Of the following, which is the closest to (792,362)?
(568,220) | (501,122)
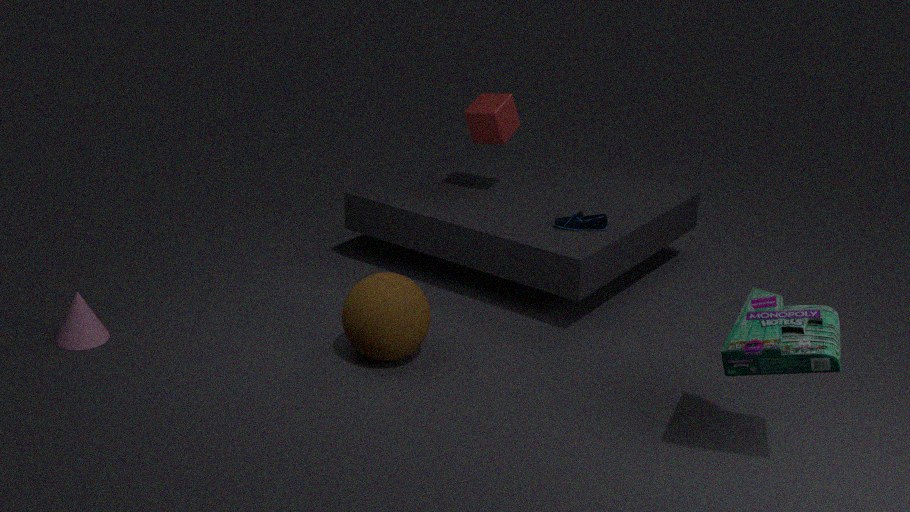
(568,220)
